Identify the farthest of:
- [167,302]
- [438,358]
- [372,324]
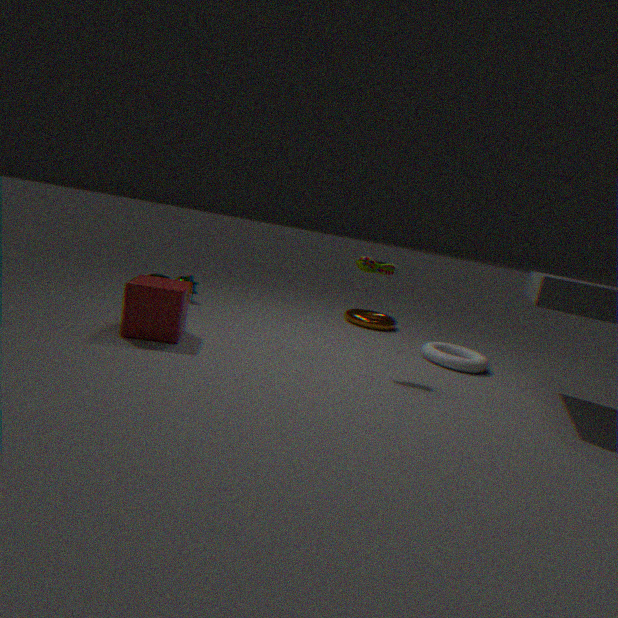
[372,324]
